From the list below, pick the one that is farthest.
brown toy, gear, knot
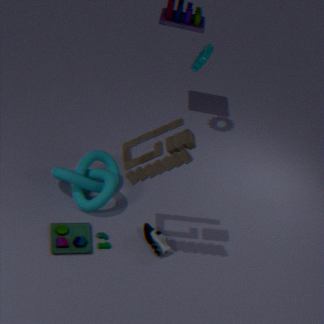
gear
